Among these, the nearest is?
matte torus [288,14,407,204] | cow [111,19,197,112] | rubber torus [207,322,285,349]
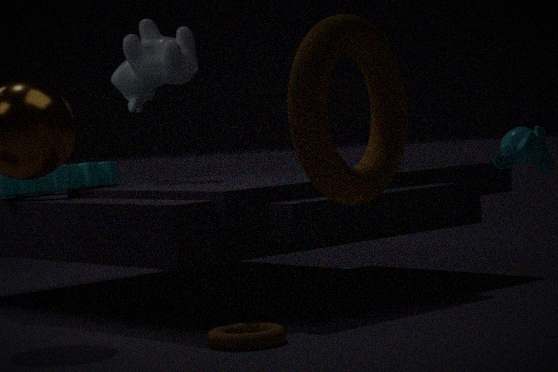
matte torus [288,14,407,204]
